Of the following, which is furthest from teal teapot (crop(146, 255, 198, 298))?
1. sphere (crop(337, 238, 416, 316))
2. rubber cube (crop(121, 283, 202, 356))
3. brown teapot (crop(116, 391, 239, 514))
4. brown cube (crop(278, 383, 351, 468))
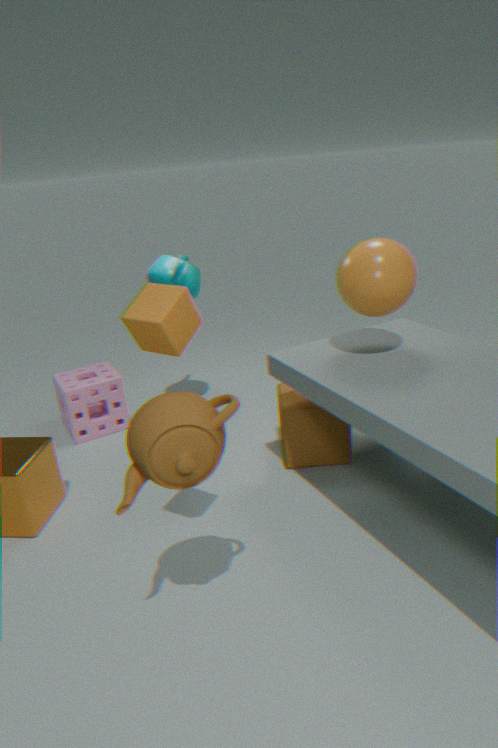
brown teapot (crop(116, 391, 239, 514))
